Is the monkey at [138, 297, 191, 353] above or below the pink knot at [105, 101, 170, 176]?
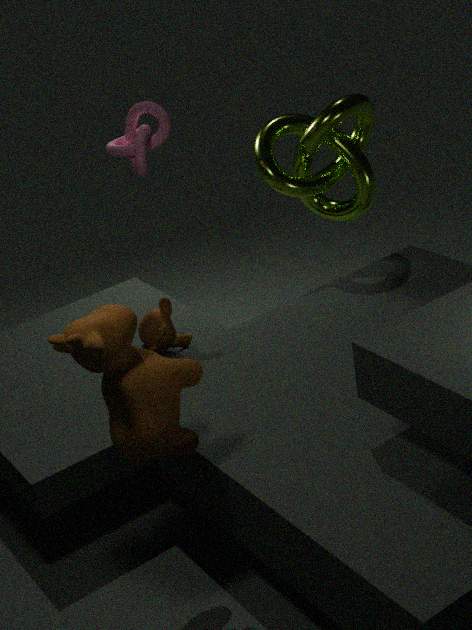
below
